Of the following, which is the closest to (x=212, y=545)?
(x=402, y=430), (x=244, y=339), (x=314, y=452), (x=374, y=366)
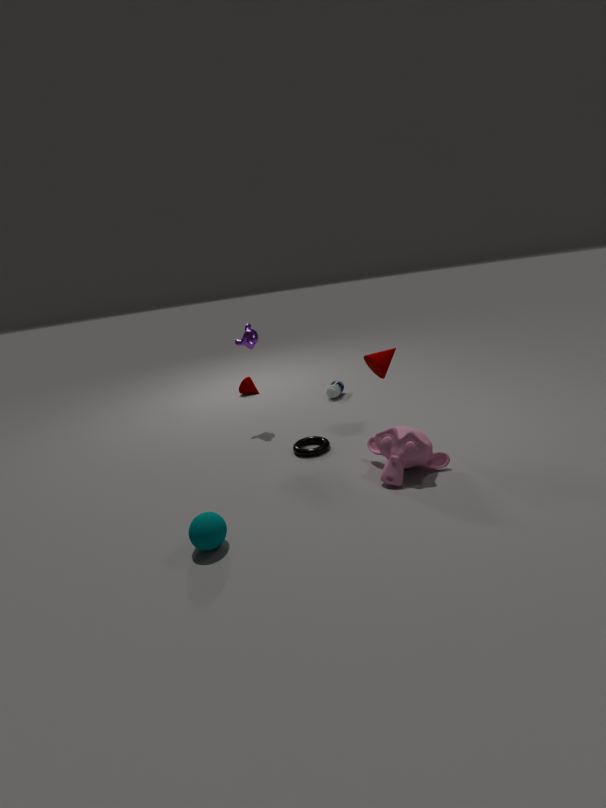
(x=314, y=452)
